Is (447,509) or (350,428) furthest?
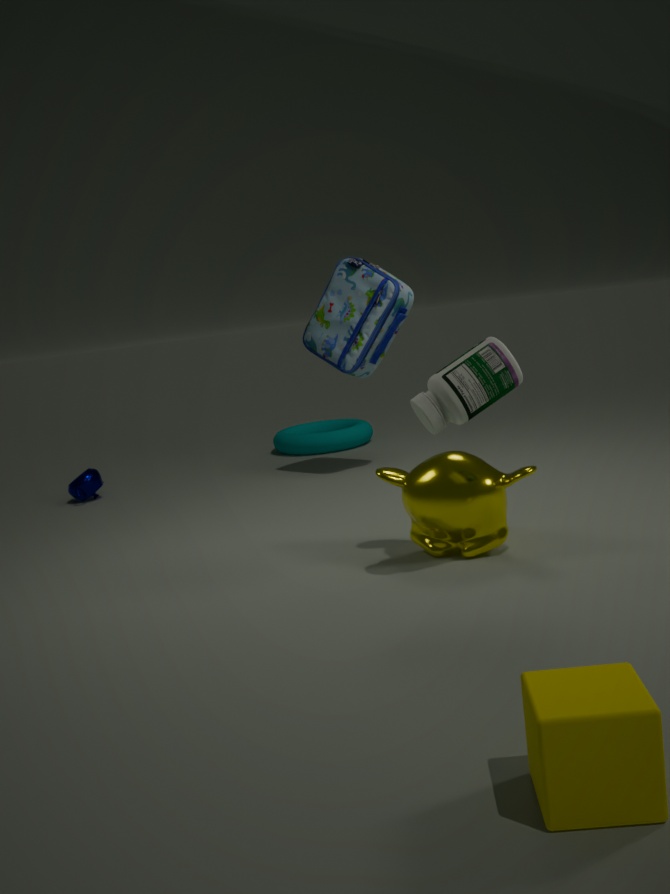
(350,428)
